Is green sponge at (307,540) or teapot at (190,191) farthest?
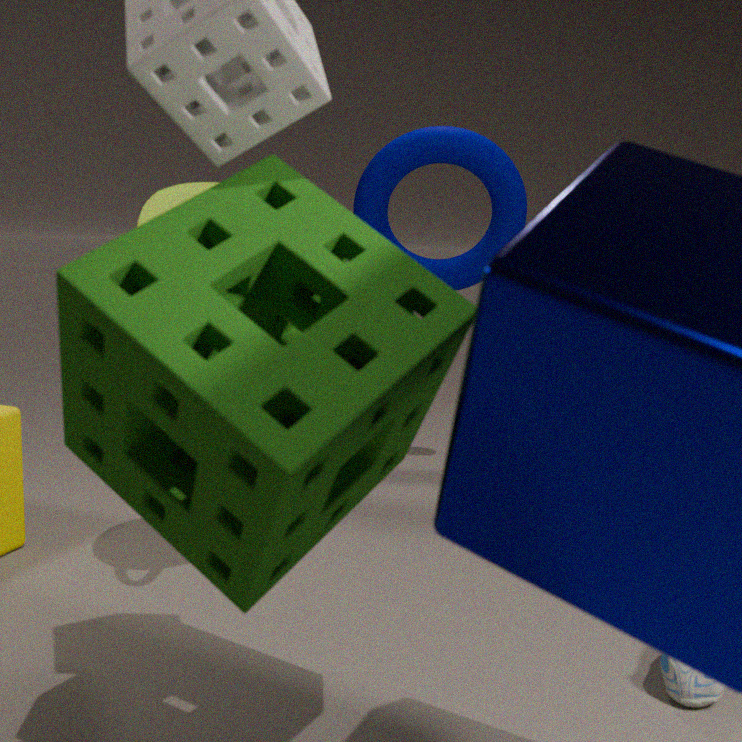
teapot at (190,191)
